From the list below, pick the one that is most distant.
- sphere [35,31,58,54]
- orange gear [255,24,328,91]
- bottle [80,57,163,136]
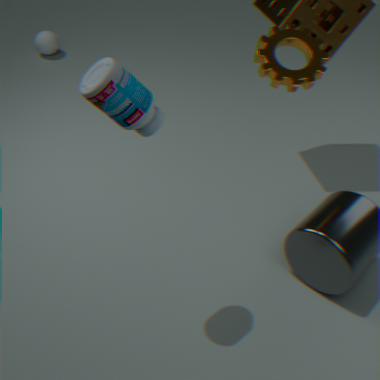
sphere [35,31,58,54]
